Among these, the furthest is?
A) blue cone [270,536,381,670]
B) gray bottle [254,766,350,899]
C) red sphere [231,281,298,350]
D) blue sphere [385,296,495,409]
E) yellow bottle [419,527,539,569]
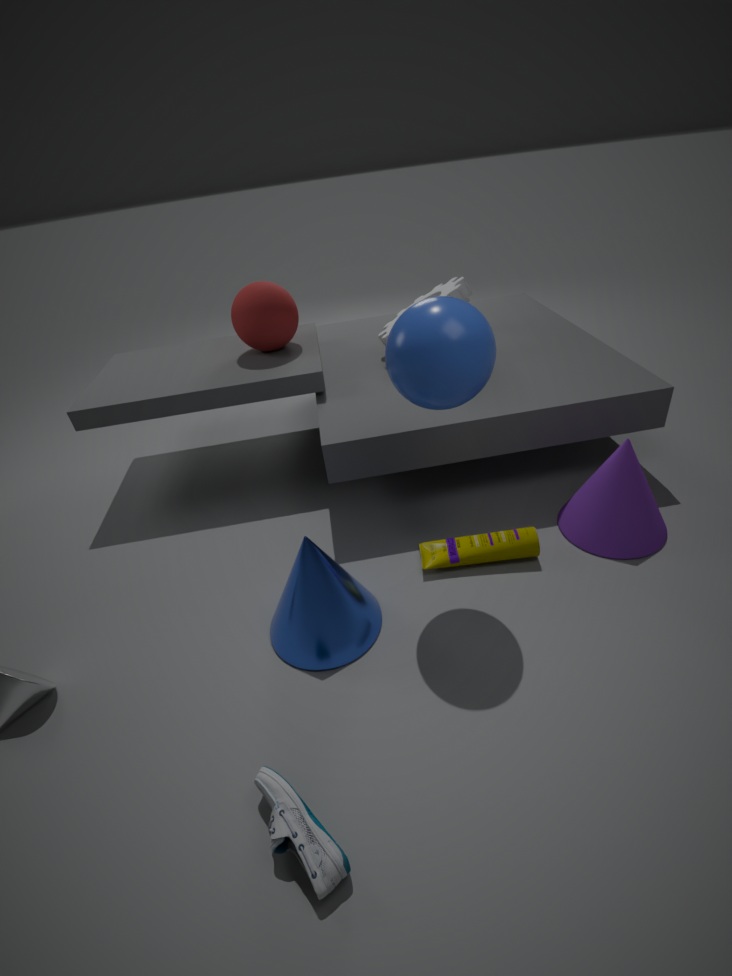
red sphere [231,281,298,350]
